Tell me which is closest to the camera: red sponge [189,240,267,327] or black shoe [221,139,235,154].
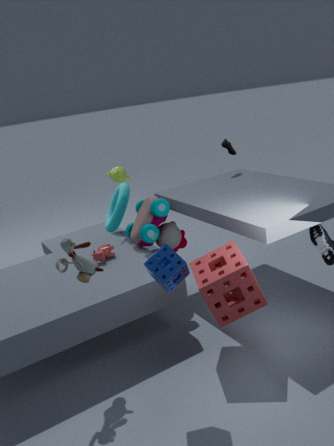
red sponge [189,240,267,327]
